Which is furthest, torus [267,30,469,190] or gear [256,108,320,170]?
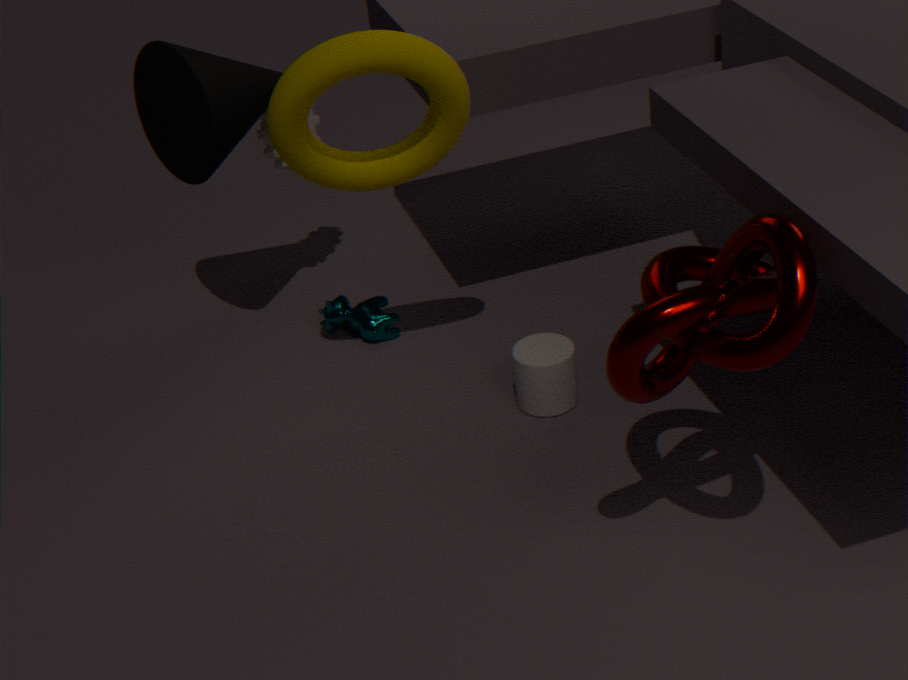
gear [256,108,320,170]
